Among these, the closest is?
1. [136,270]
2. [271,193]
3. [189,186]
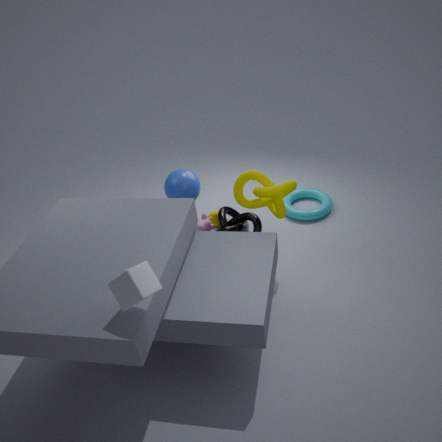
[136,270]
